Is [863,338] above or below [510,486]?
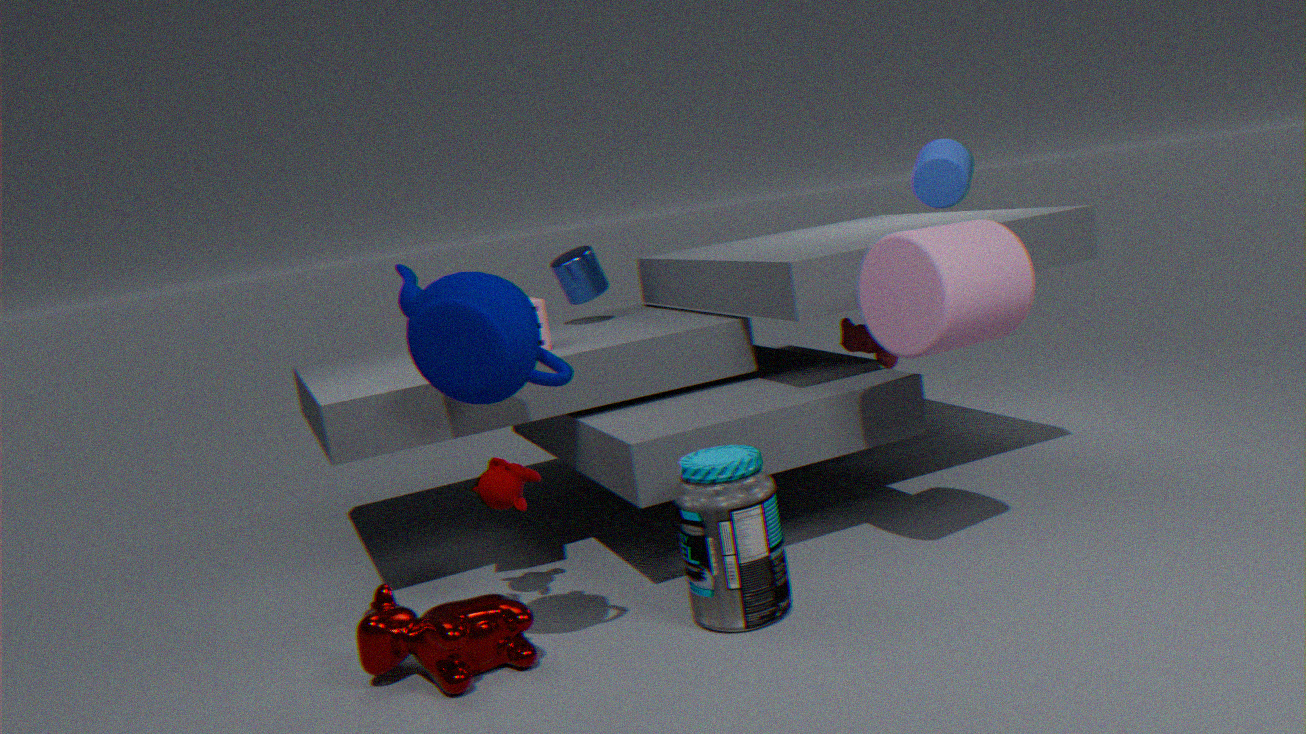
above
